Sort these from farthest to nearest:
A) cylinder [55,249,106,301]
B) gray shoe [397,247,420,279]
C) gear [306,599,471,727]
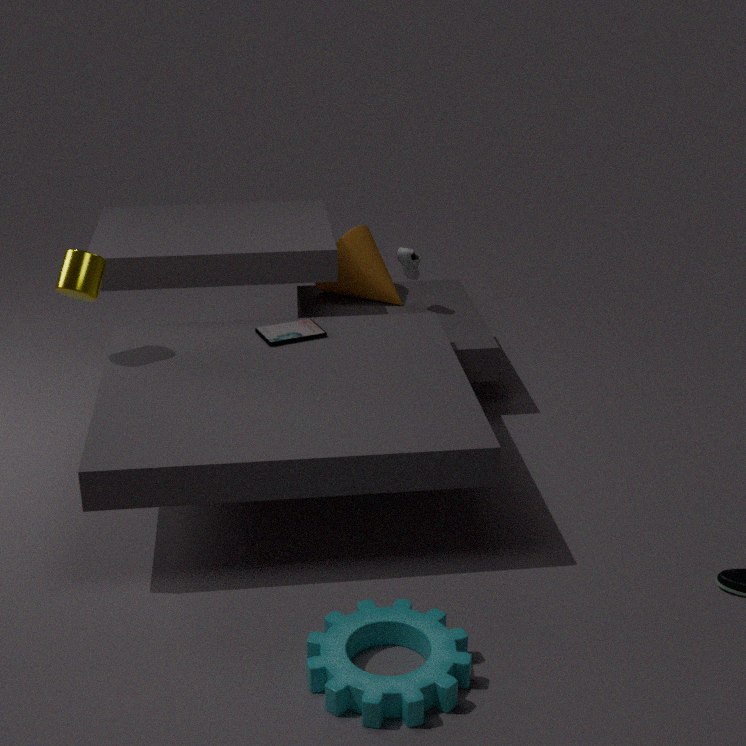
1. gray shoe [397,247,420,279]
2. cylinder [55,249,106,301]
3. gear [306,599,471,727]
